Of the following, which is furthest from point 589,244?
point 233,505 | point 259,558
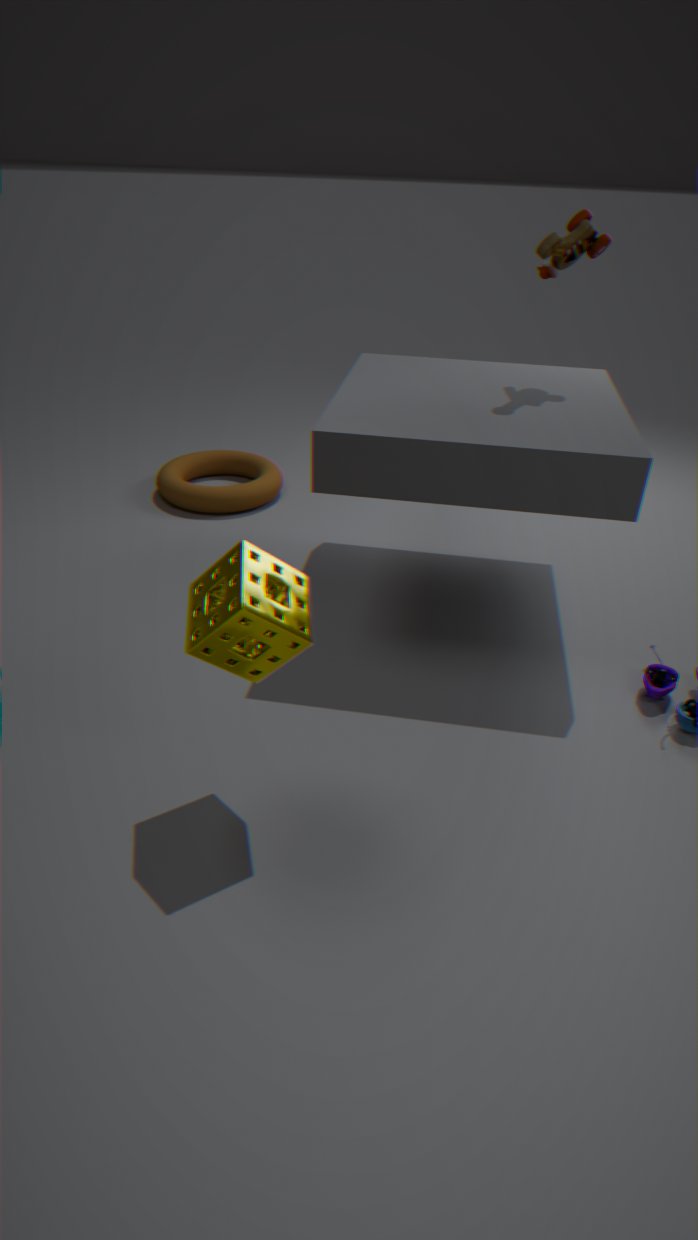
point 233,505
